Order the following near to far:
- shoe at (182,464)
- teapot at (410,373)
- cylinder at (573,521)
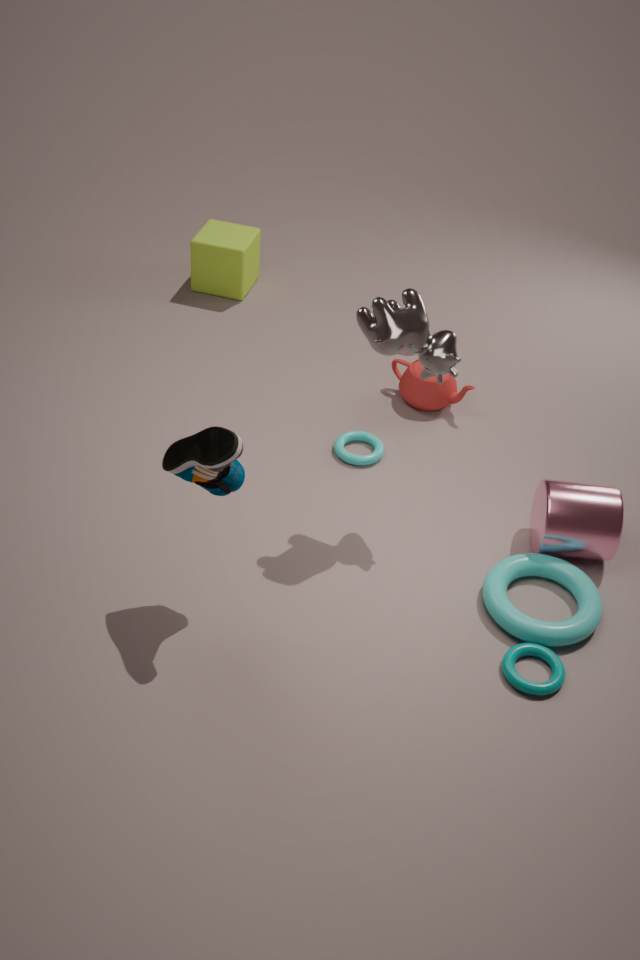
shoe at (182,464)
cylinder at (573,521)
teapot at (410,373)
